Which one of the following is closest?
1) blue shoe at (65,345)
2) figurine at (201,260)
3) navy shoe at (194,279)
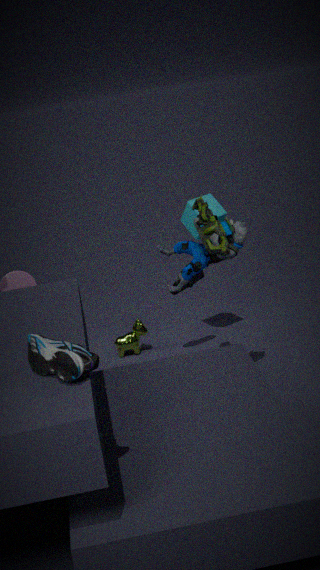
1. blue shoe at (65,345)
